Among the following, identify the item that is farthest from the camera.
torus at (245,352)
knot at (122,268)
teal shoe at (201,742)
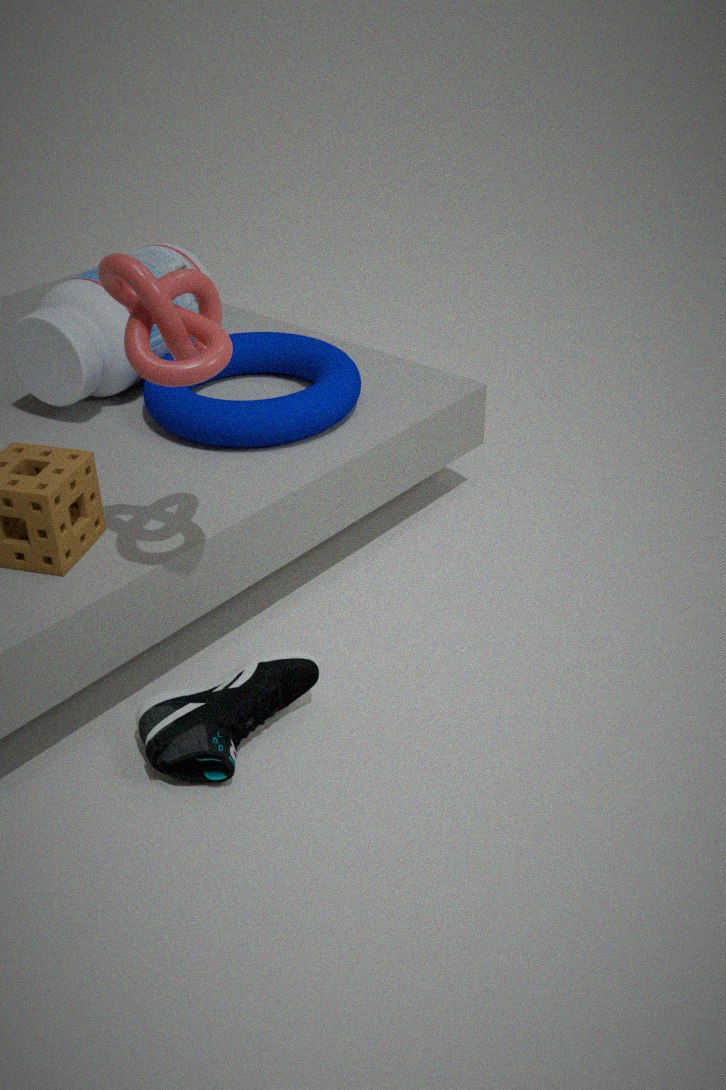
torus at (245,352)
